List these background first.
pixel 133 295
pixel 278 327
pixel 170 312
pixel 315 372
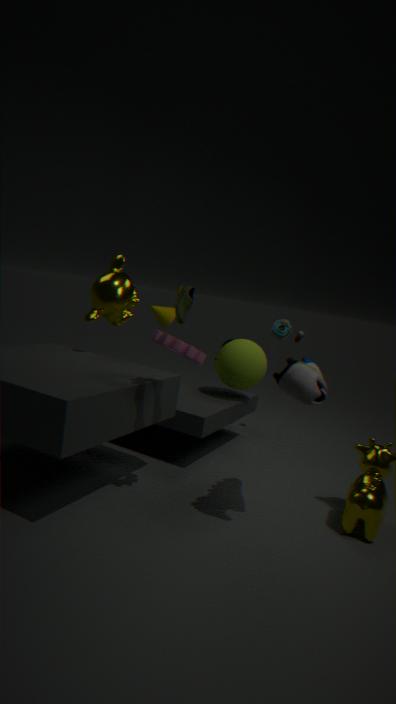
pixel 170 312 < pixel 278 327 < pixel 133 295 < pixel 315 372
